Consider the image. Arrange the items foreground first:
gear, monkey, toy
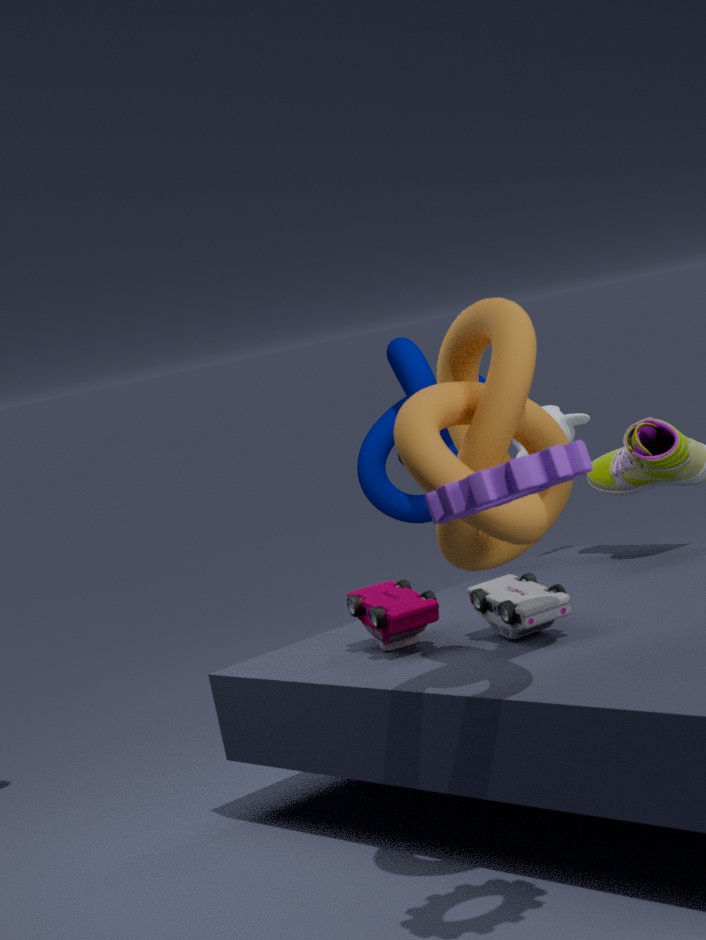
gear
toy
monkey
